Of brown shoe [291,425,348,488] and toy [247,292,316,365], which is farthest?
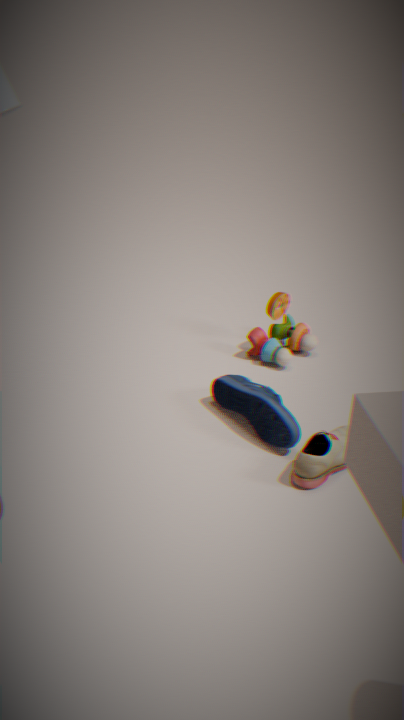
toy [247,292,316,365]
